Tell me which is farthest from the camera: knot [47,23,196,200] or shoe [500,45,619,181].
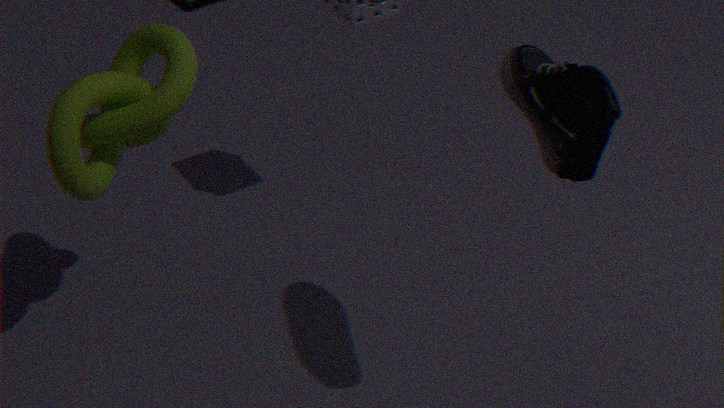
knot [47,23,196,200]
